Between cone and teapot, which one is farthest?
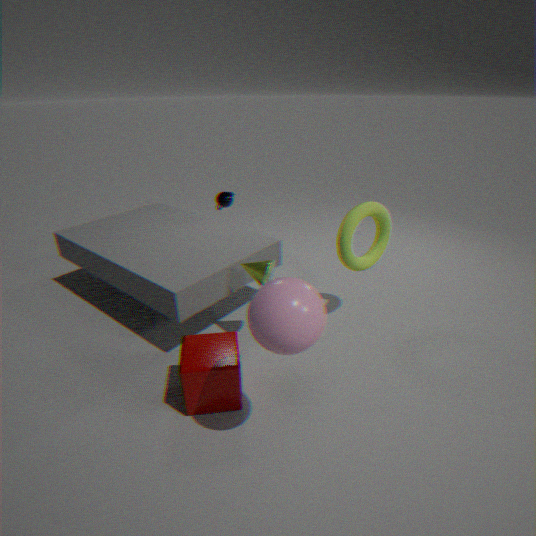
teapot
